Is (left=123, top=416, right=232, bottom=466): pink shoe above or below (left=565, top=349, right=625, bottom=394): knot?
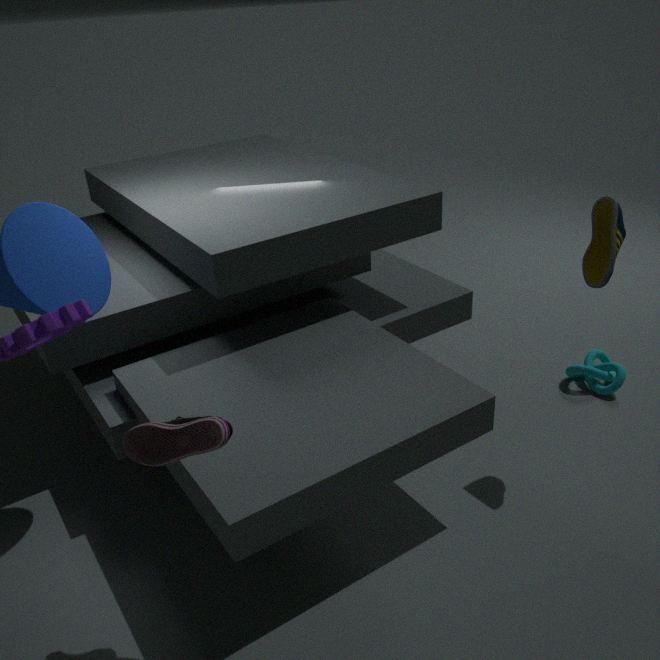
above
